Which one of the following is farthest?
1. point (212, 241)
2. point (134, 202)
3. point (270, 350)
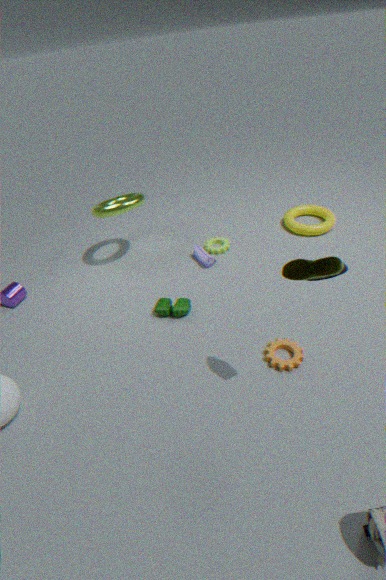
point (212, 241)
